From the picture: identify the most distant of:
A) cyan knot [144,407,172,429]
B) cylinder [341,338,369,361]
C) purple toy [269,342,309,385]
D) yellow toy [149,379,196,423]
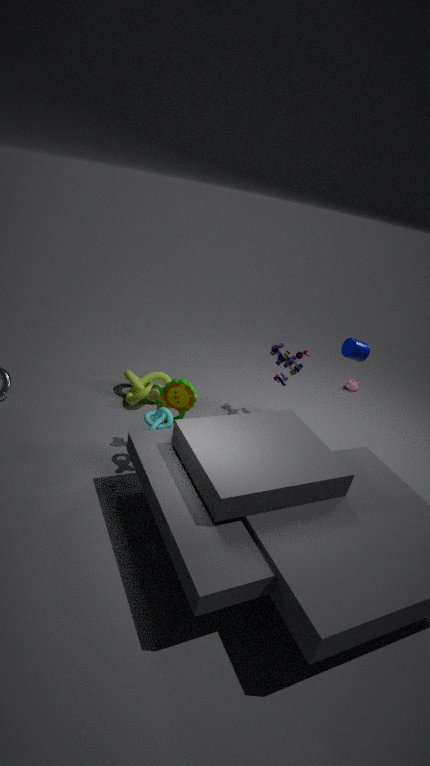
purple toy [269,342,309,385]
